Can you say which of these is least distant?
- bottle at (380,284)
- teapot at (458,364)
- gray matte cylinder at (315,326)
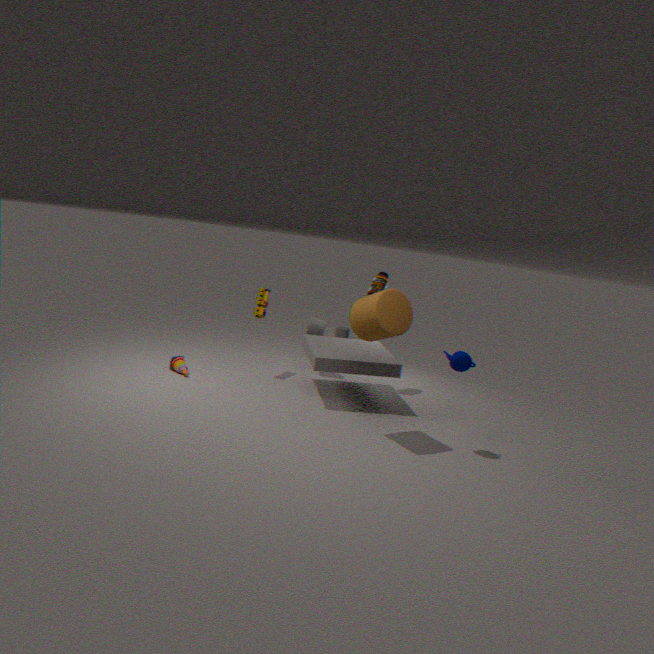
teapot at (458,364)
